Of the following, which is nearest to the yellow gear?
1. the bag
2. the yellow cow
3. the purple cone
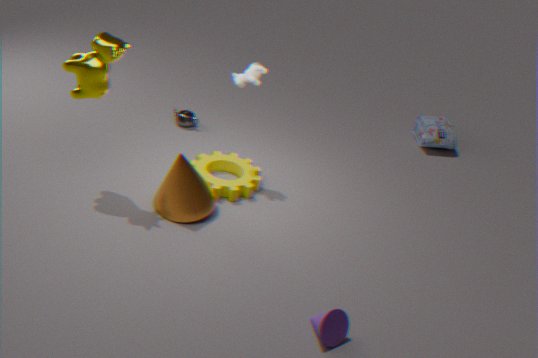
the yellow cow
